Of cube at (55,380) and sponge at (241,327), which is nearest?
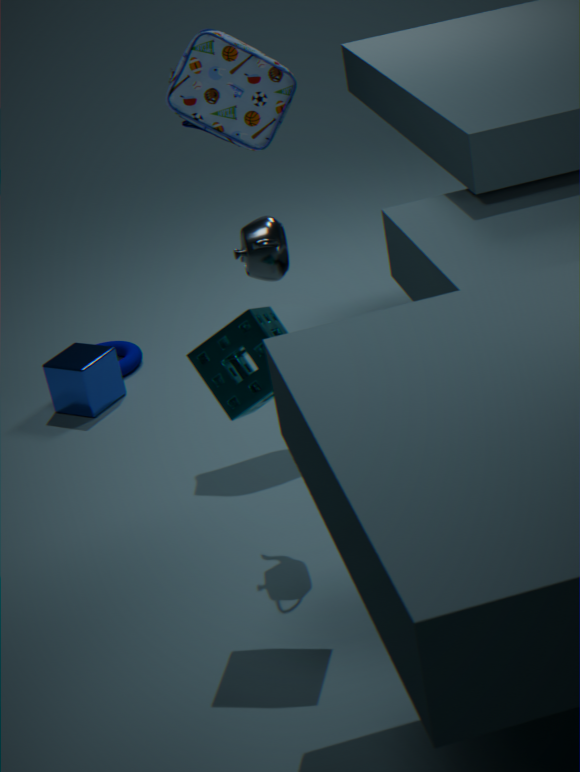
sponge at (241,327)
